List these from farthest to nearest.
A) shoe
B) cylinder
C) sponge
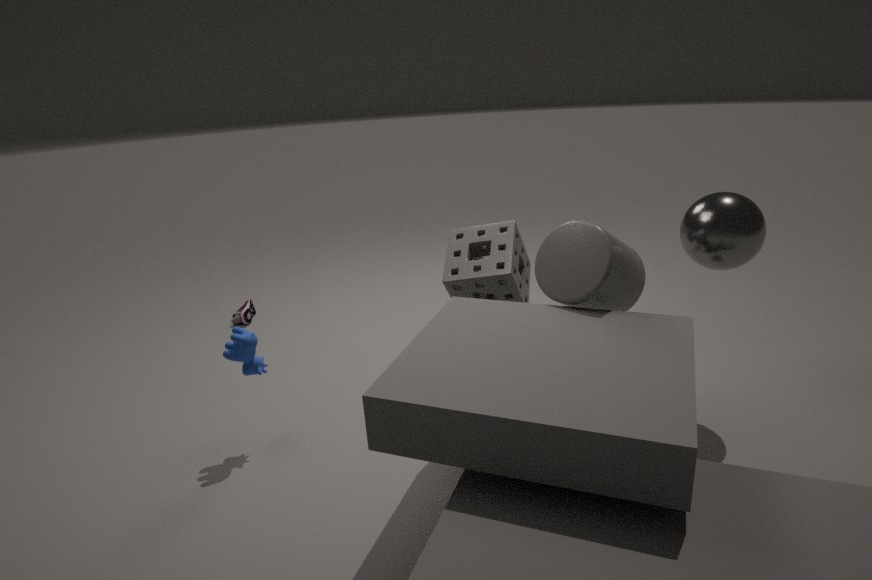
shoe → sponge → cylinder
